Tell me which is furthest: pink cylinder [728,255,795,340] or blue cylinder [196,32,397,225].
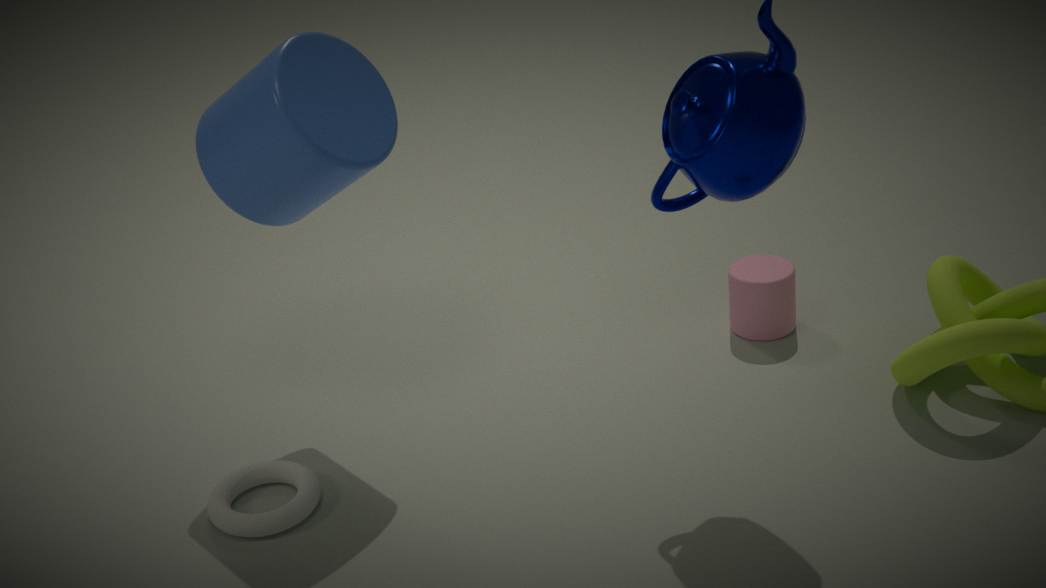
pink cylinder [728,255,795,340]
